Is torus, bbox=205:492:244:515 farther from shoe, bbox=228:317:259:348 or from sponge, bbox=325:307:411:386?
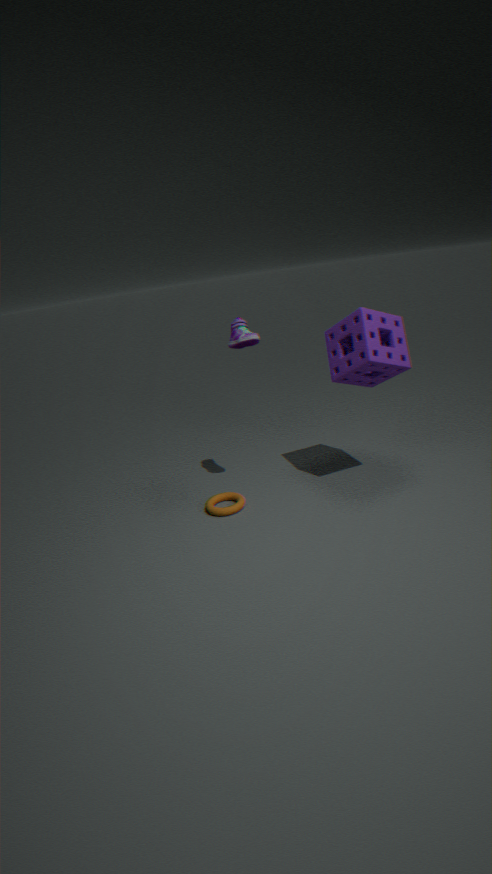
shoe, bbox=228:317:259:348
